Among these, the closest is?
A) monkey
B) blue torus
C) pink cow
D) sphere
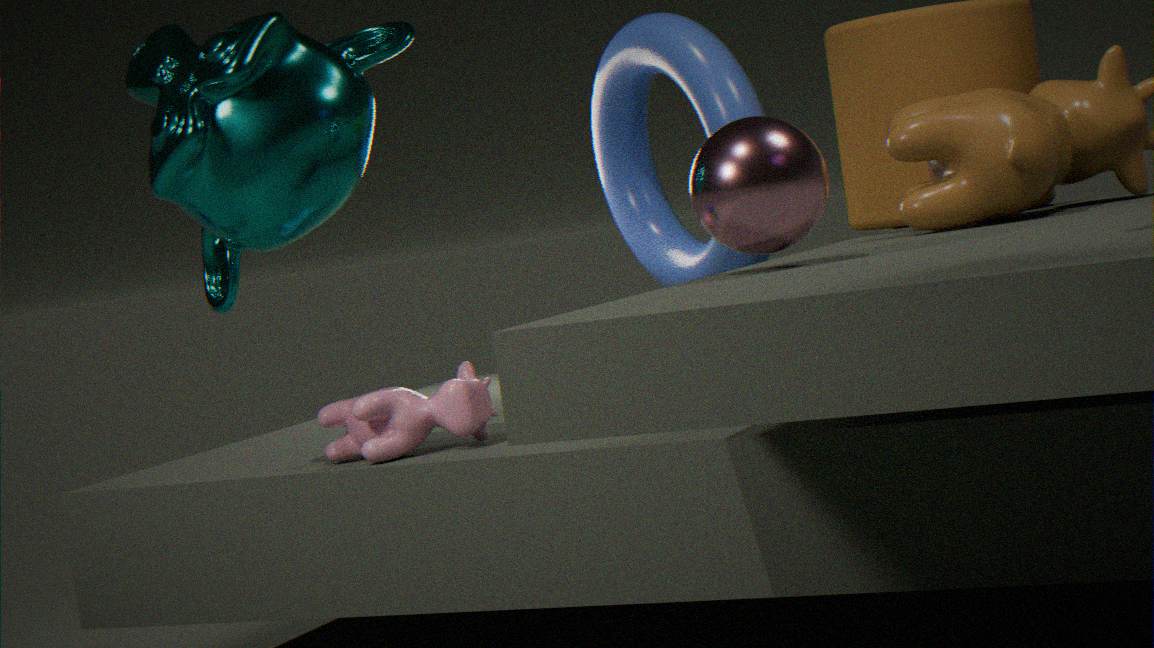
sphere
